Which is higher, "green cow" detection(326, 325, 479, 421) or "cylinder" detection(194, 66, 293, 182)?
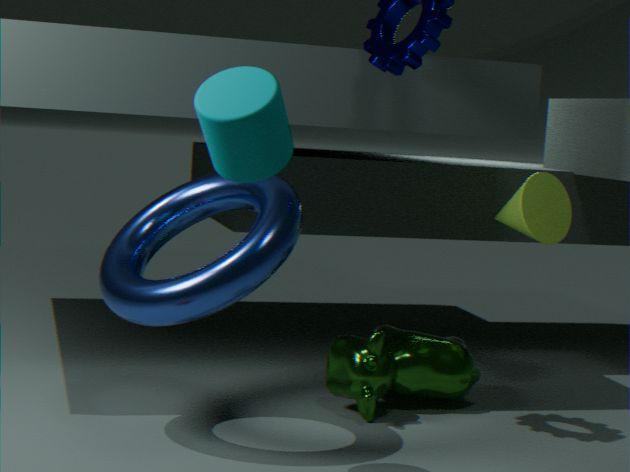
"cylinder" detection(194, 66, 293, 182)
